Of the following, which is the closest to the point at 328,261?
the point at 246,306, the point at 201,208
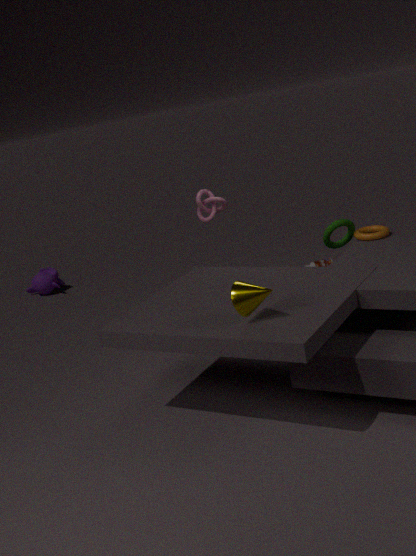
the point at 201,208
